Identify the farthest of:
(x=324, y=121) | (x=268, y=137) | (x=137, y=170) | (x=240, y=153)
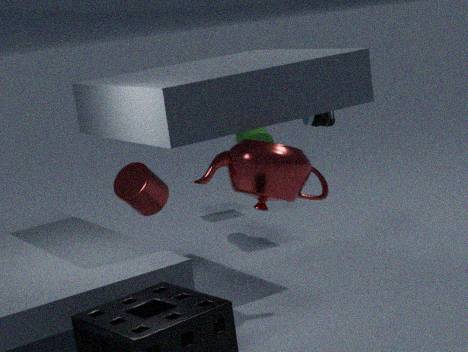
(x=268, y=137)
